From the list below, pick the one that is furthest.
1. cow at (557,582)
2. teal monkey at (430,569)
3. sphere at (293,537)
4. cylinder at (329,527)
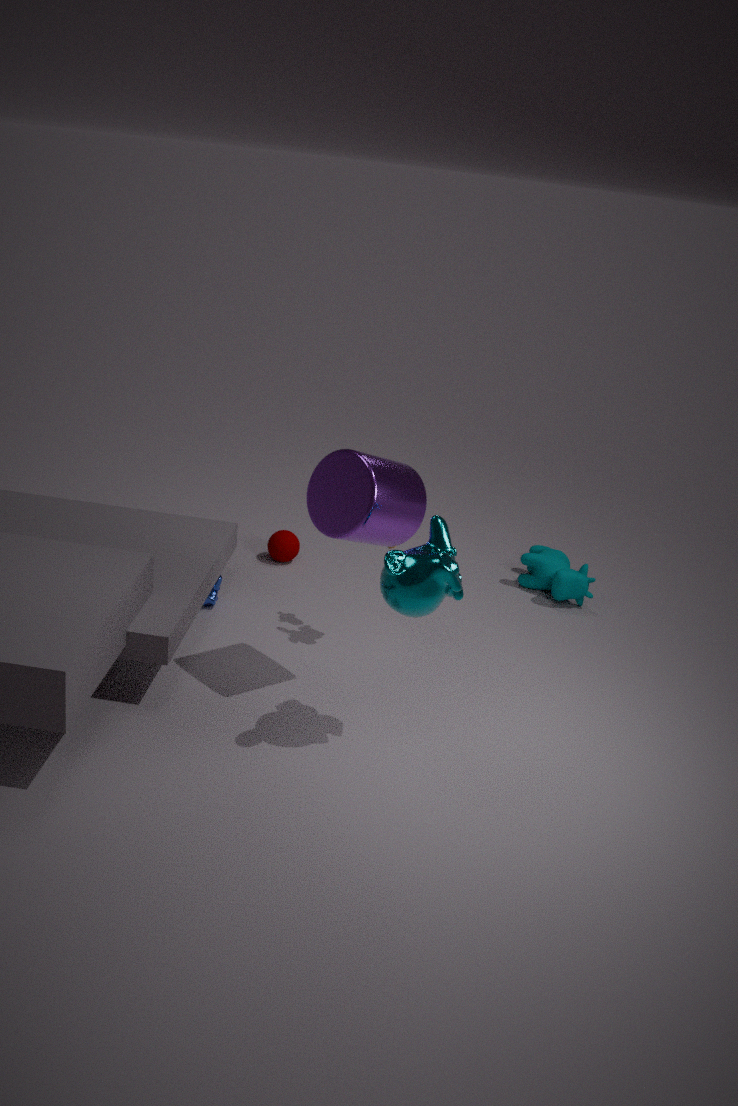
sphere at (293,537)
